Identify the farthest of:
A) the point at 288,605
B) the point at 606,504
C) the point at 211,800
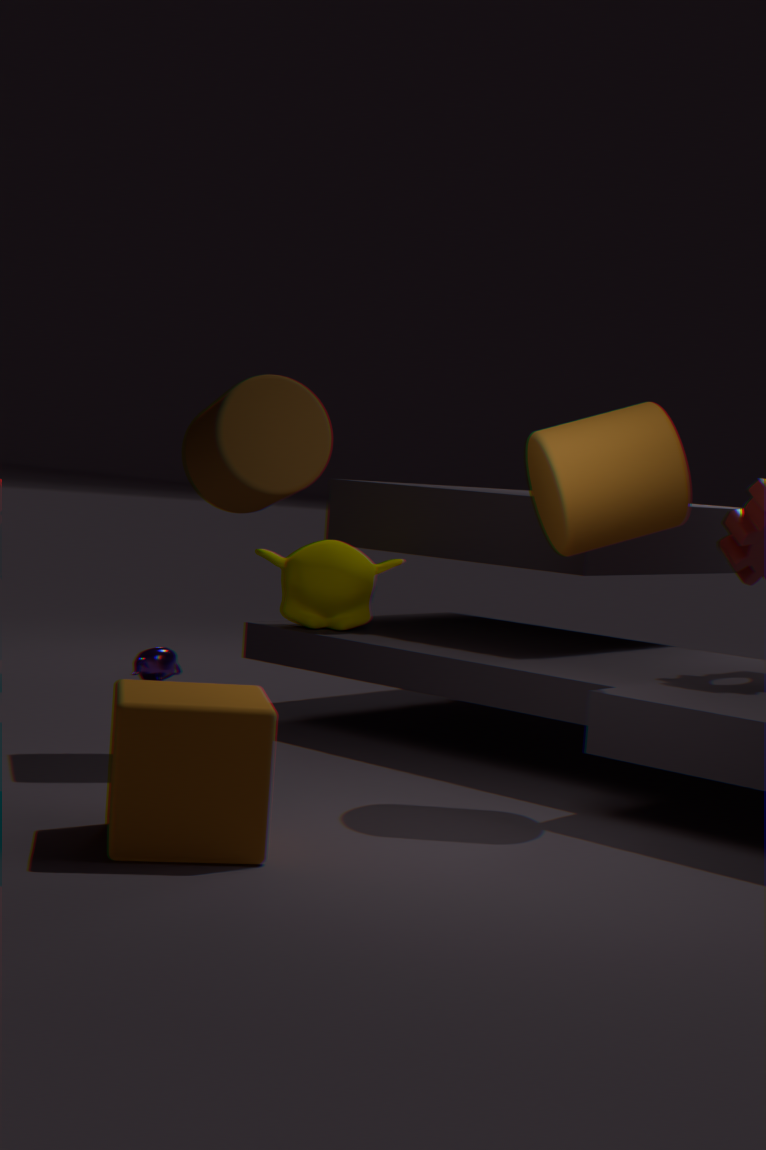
A. the point at 288,605
